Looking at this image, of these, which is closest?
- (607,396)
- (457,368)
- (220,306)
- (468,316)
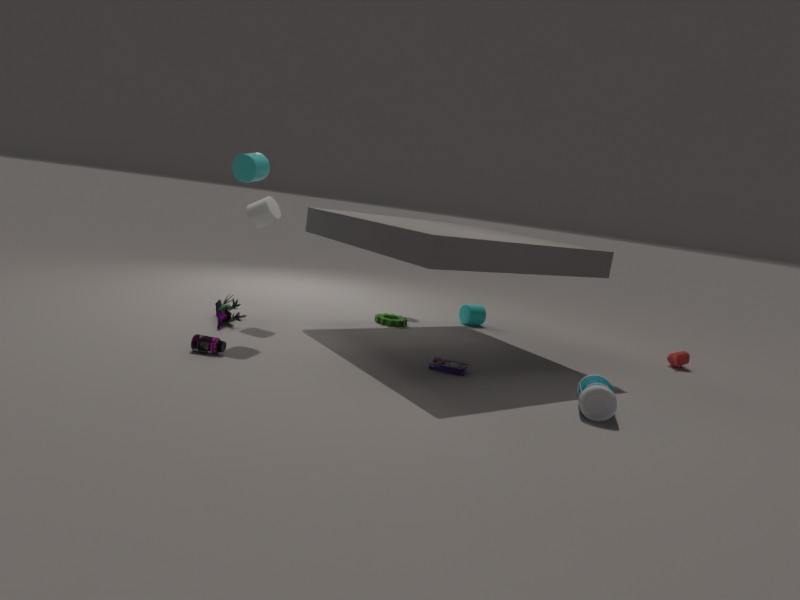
(607,396)
